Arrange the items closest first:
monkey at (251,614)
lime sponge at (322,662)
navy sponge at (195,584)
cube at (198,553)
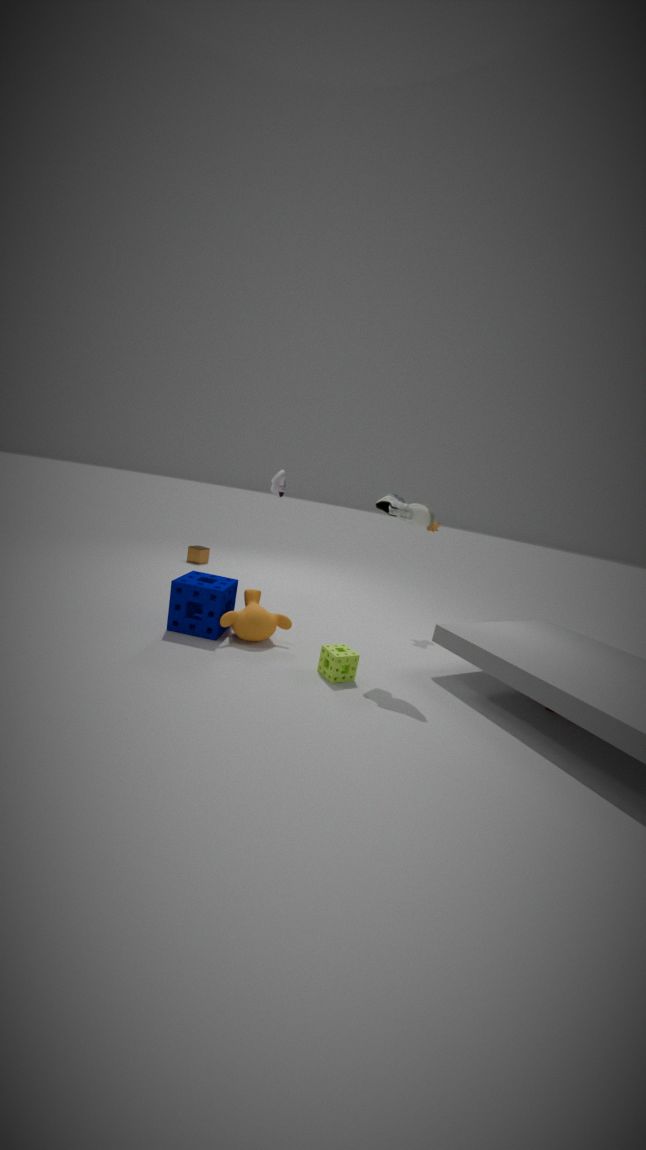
lime sponge at (322,662), navy sponge at (195,584), monkey at (251,614), cube at (198,553)
